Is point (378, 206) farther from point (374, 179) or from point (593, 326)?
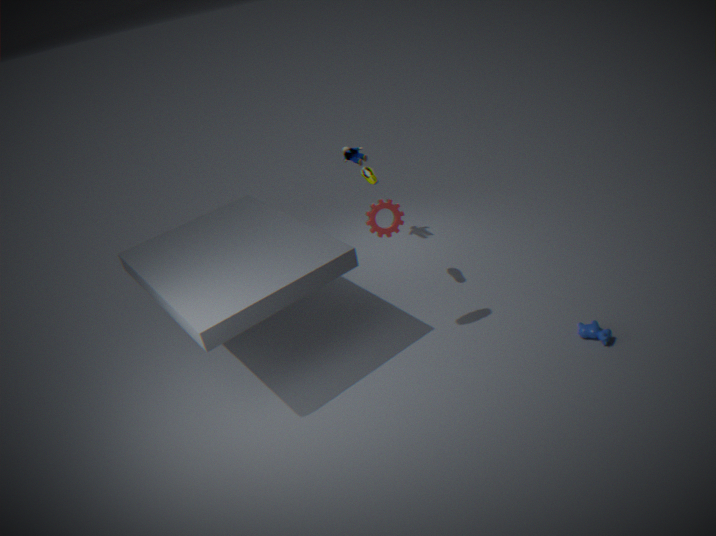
point (593, 326)
